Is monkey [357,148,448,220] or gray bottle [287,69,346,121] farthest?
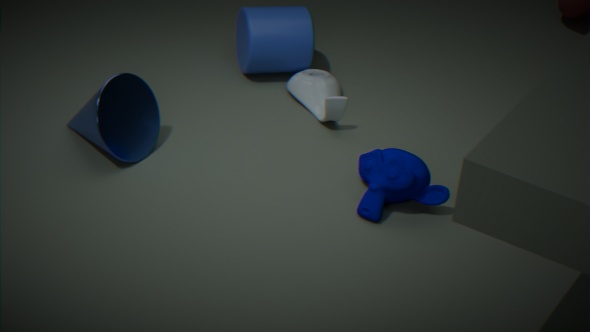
gray bottle [287,69,346,121]
